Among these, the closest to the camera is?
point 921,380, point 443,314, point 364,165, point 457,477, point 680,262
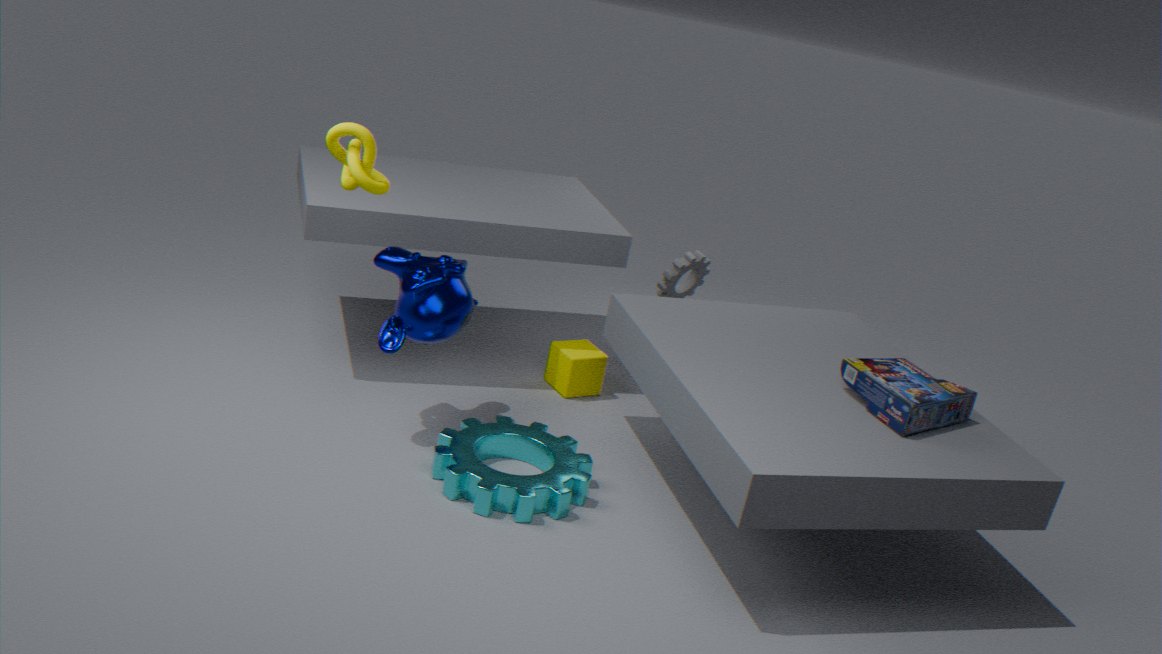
point 457,477
